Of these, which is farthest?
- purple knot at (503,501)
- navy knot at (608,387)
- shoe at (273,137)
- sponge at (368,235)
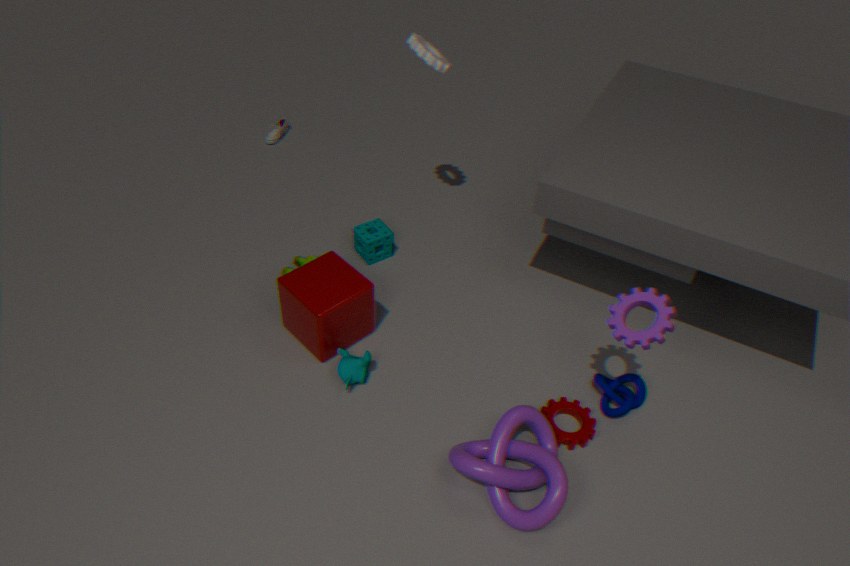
shoe at (273,137)
